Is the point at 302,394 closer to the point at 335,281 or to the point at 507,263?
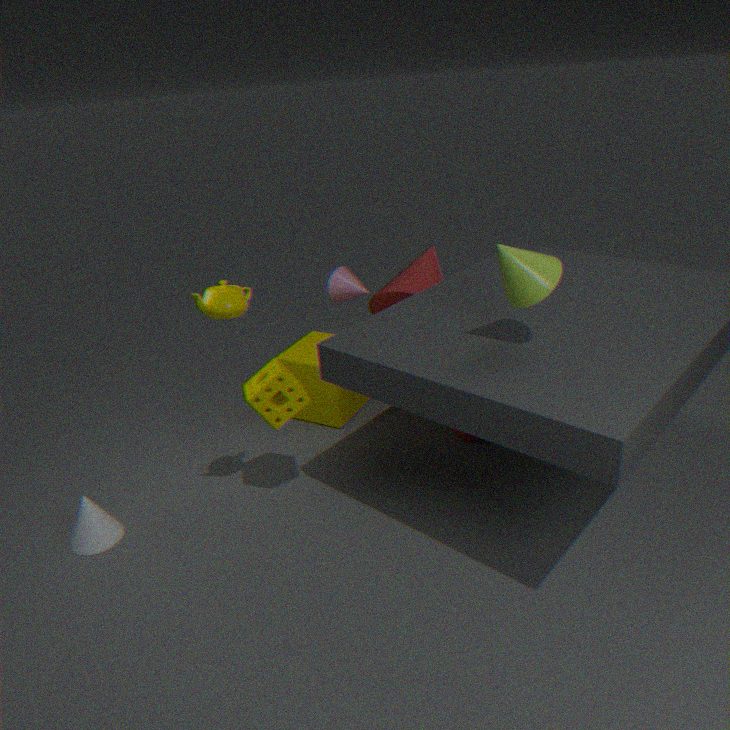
the point at 507,263
